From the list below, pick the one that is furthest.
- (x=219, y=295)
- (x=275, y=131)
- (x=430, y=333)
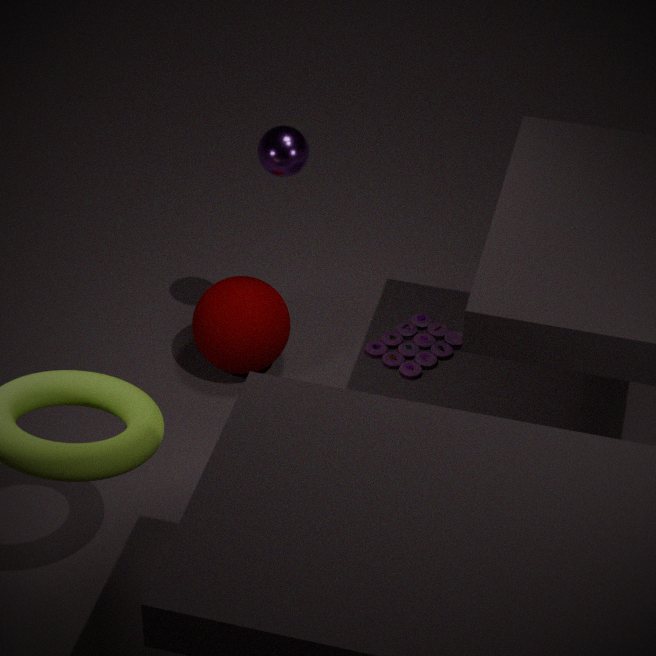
(x=430, y=333)
